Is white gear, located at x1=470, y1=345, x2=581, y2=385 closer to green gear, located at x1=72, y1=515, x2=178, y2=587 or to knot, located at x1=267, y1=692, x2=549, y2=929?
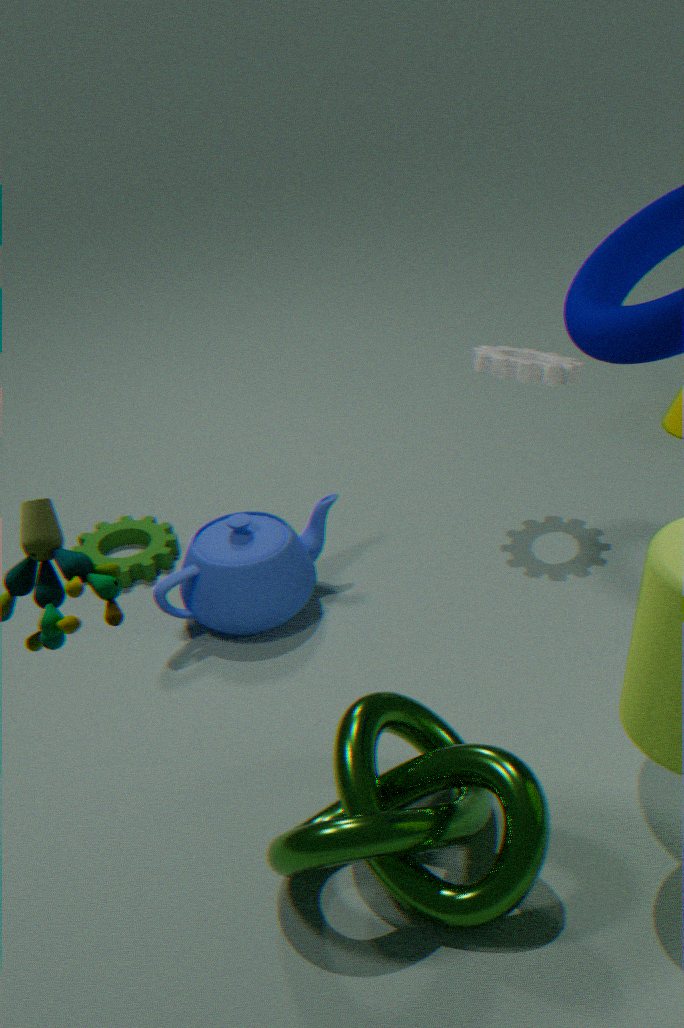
green gear, located at x1=72, y1=515, x2=178, y2=587
